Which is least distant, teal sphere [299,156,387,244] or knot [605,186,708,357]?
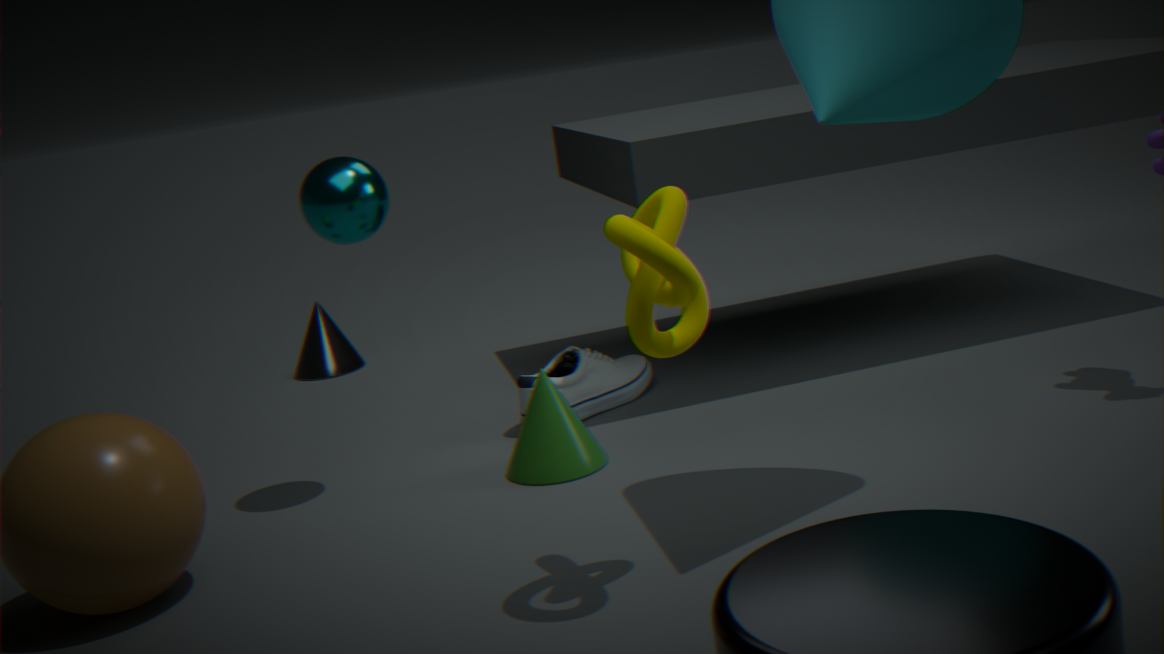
knot [605,186,708,357]
